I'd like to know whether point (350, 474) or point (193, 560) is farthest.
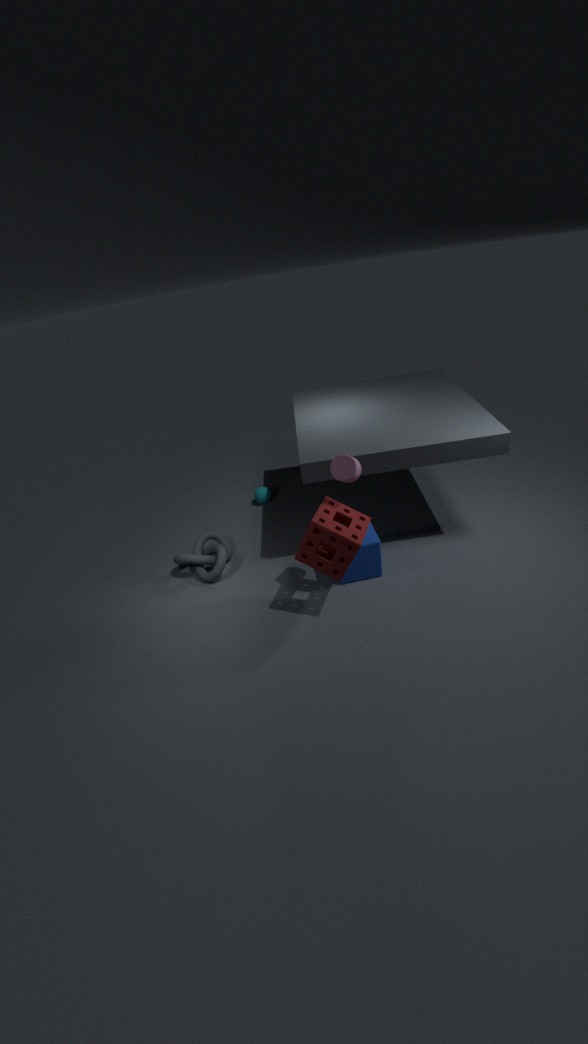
point (193, 560)
